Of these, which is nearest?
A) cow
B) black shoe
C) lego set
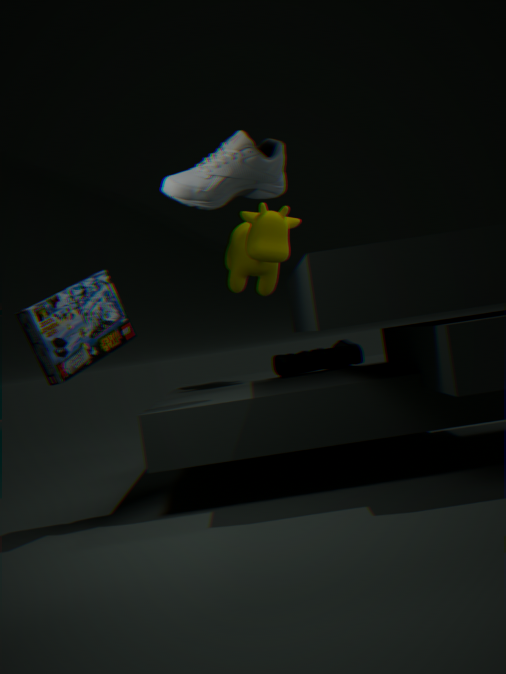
lego set
